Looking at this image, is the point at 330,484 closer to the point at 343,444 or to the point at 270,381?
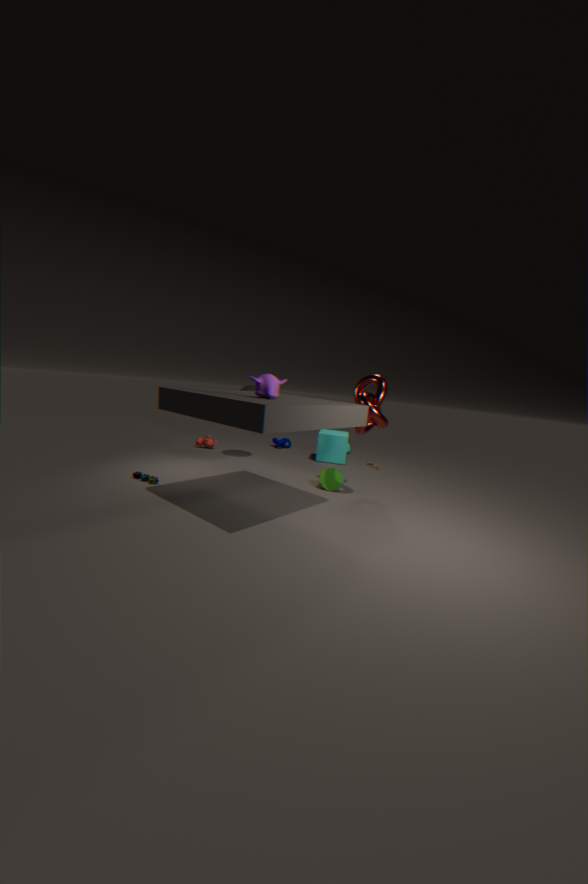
the point at 343,444
